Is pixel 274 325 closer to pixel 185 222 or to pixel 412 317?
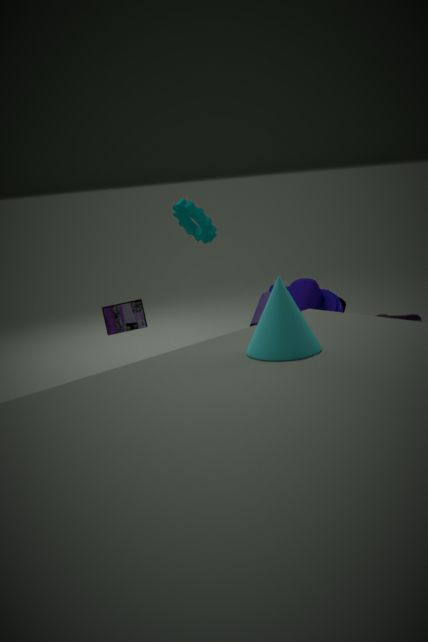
pixel 412 317
